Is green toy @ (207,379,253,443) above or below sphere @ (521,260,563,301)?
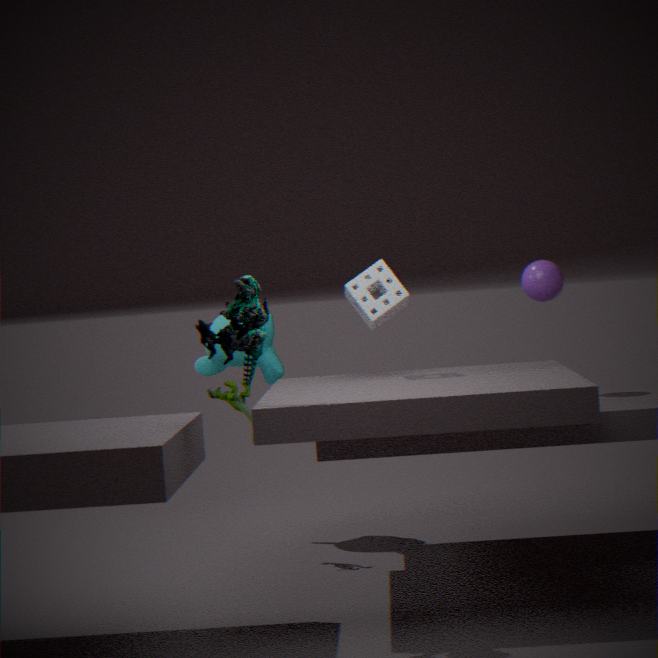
below
